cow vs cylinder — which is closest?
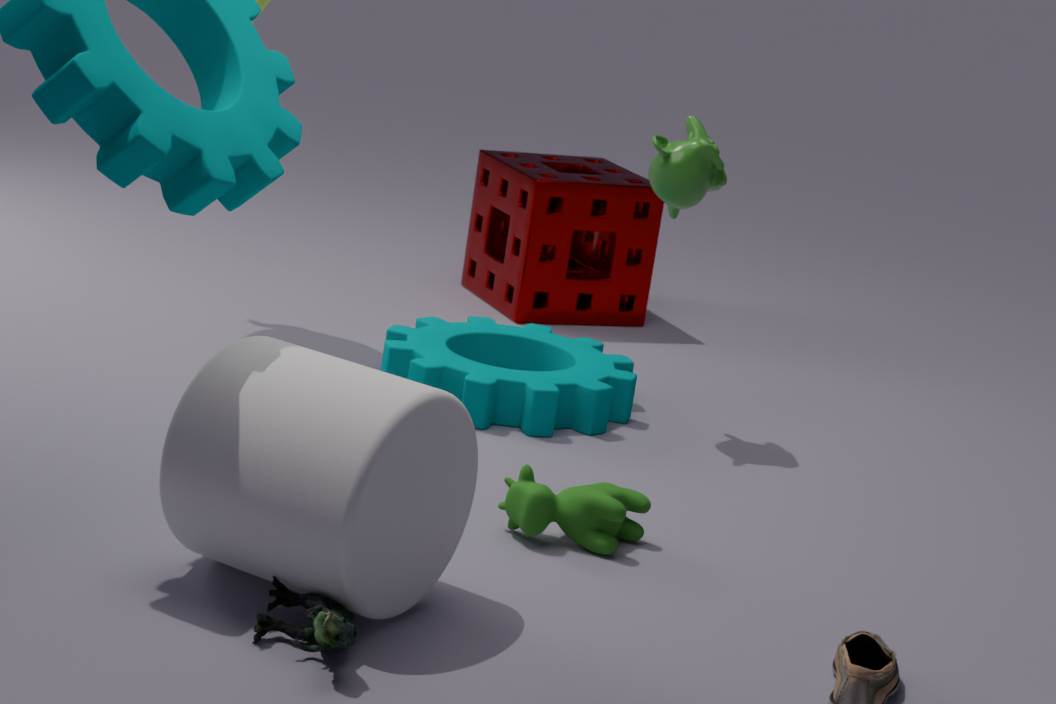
cylinder
